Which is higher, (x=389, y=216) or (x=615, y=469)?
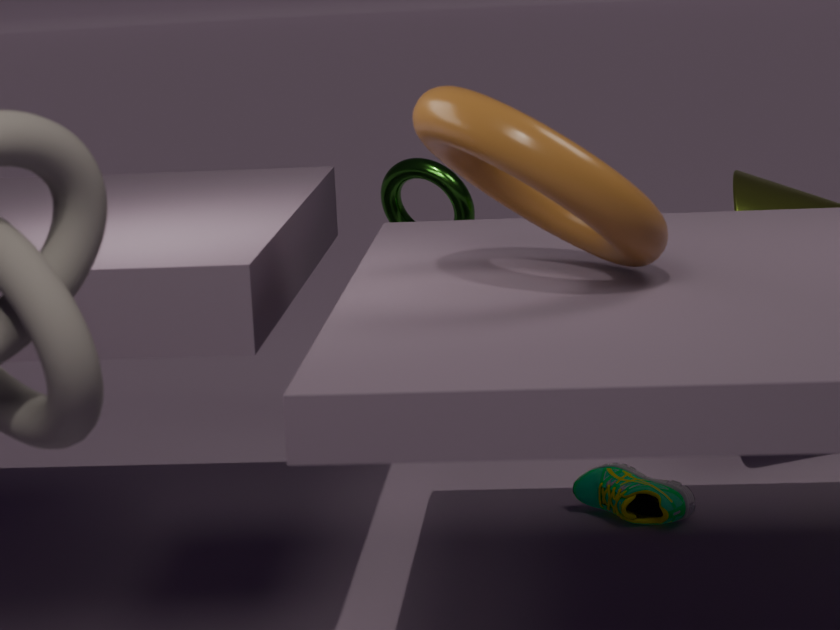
(x=389, y=216)
